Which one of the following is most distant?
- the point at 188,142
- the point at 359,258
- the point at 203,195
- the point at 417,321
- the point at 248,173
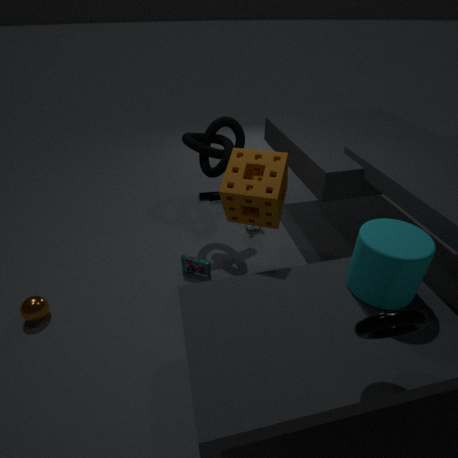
the point at 203,195
